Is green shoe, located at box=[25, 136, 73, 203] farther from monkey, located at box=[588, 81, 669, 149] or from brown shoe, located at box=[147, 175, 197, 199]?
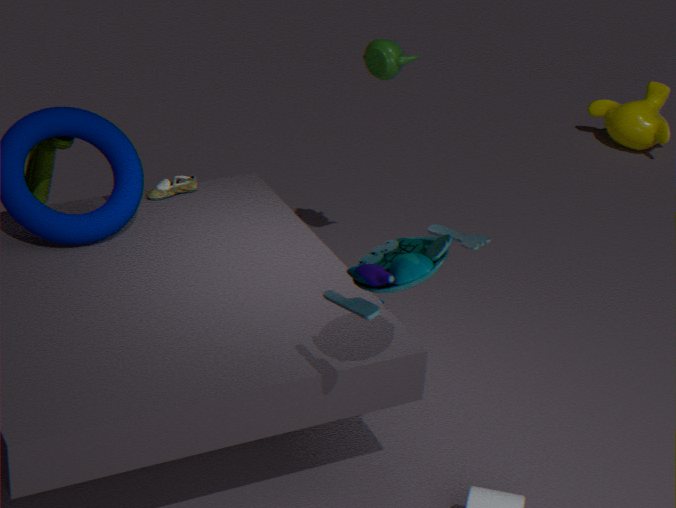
monkey, located at box=[588, 81, 669, 149]
